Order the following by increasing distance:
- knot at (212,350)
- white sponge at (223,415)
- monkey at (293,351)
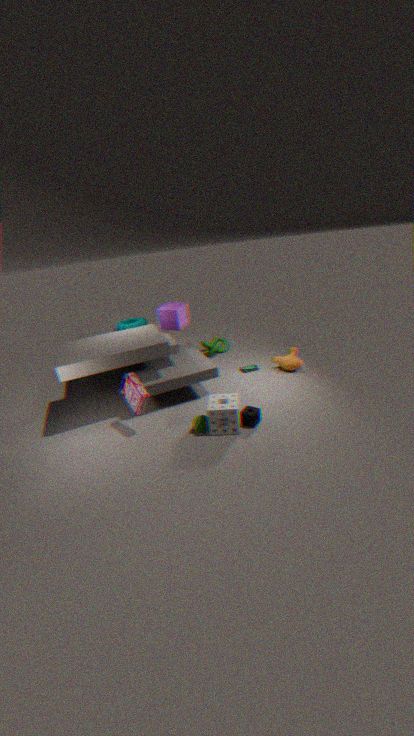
white sponge at (223,415) < monkey at (293,351) < knot at (212,350)
